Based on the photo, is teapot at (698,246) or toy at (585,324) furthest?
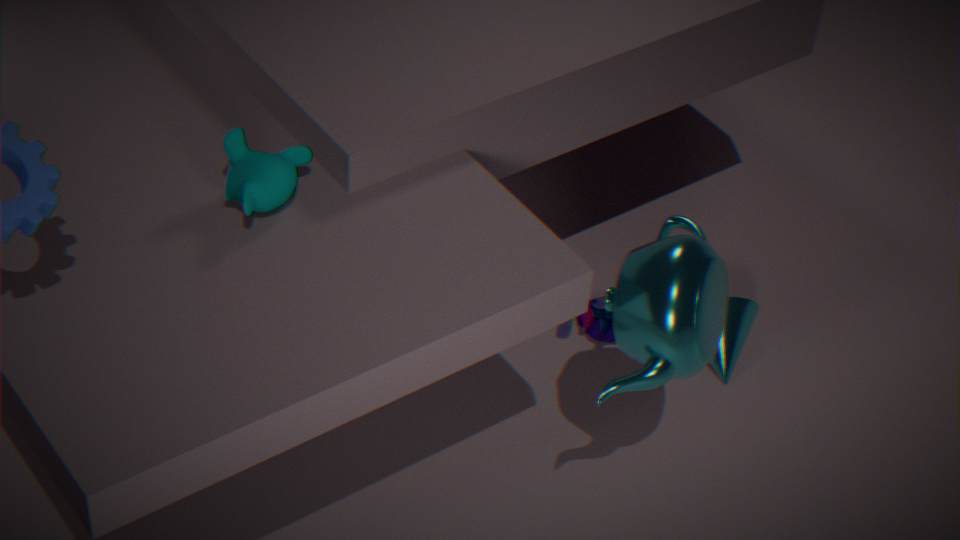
toy at (585,324)
